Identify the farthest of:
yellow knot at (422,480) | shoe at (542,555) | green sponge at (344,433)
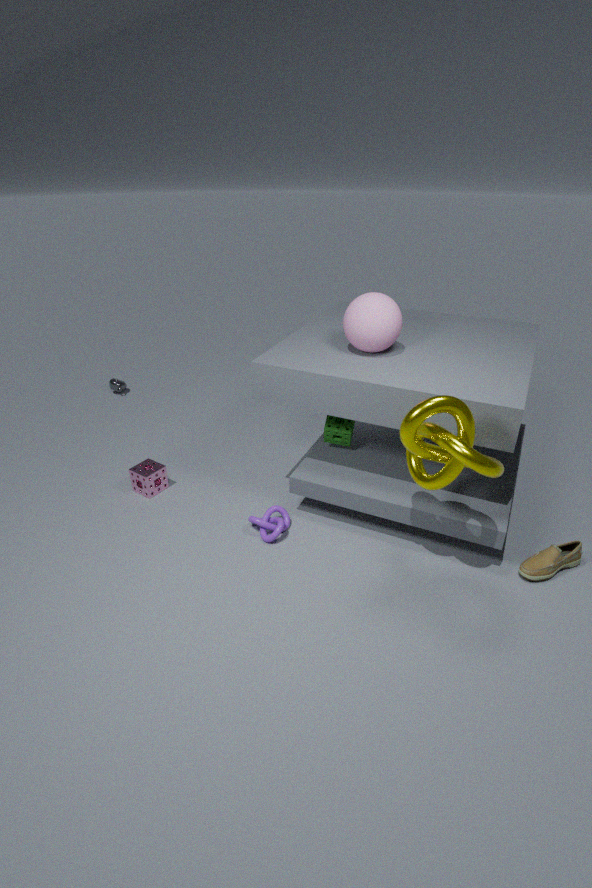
green sponge at (344,433)
